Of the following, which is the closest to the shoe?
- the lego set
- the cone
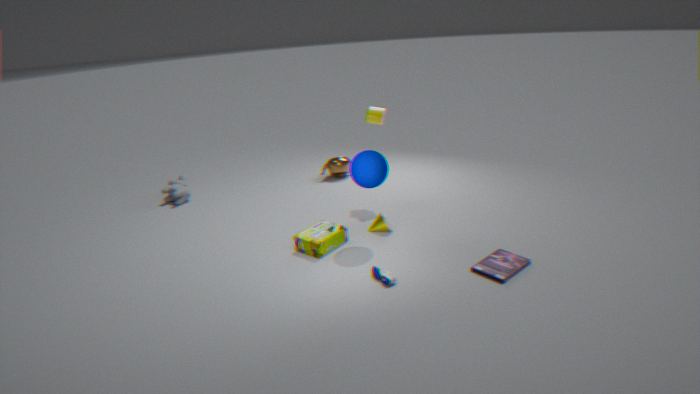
the lego set
